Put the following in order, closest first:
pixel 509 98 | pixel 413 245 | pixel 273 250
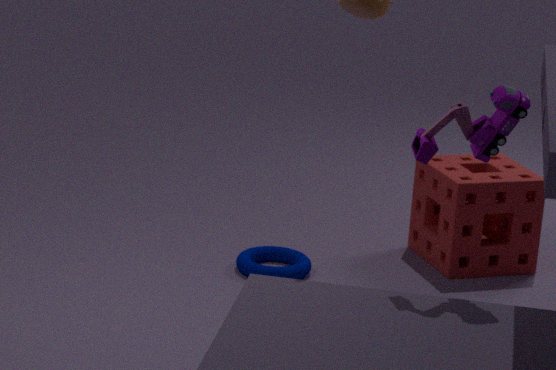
pixel 509 98
pixel 273 250
pixel 413 245
